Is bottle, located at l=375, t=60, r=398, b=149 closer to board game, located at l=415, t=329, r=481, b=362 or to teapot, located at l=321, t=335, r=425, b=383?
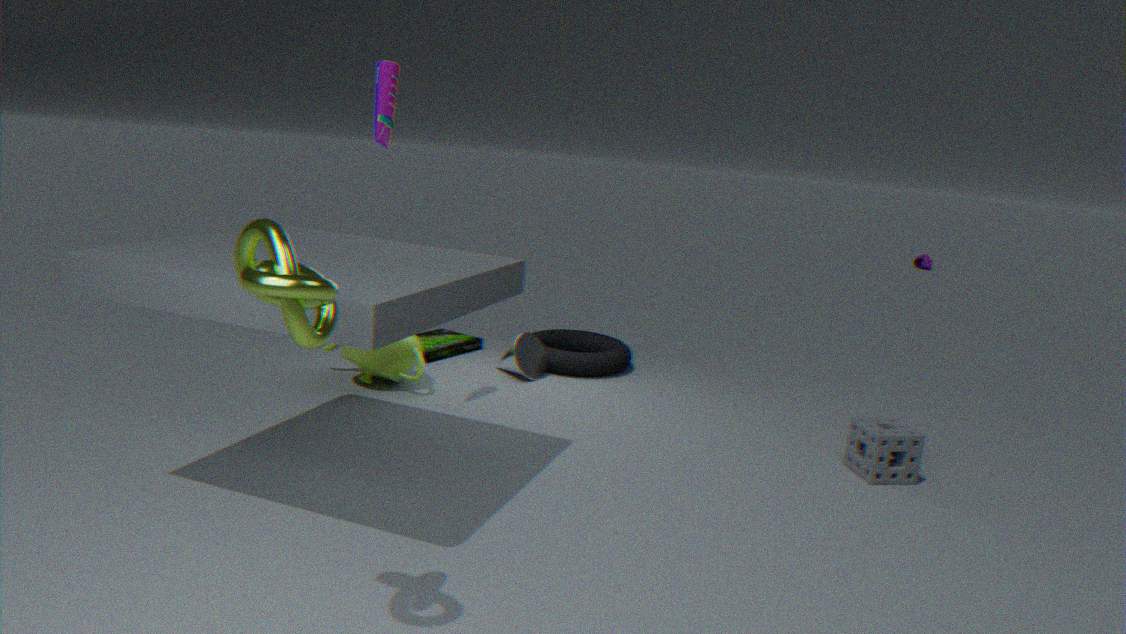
teapot, located at l=321, t=335, r=425, b=383
